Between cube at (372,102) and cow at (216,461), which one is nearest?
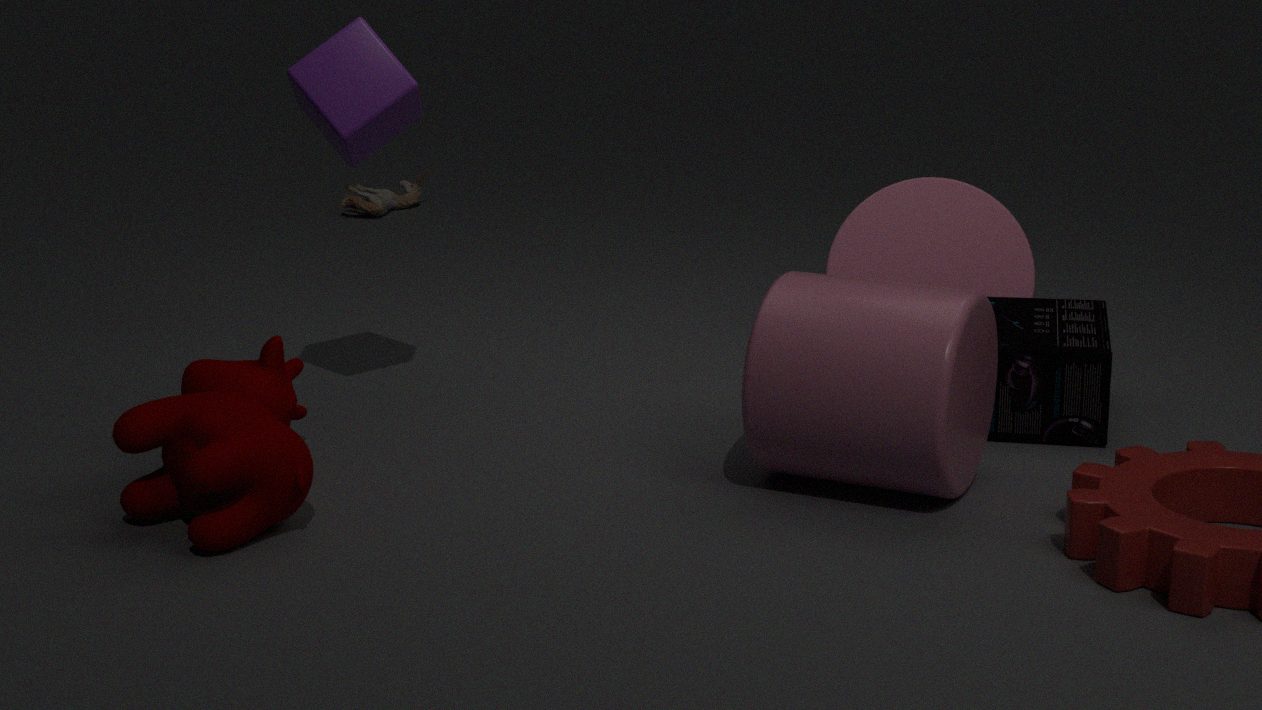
cow at (216,461)
